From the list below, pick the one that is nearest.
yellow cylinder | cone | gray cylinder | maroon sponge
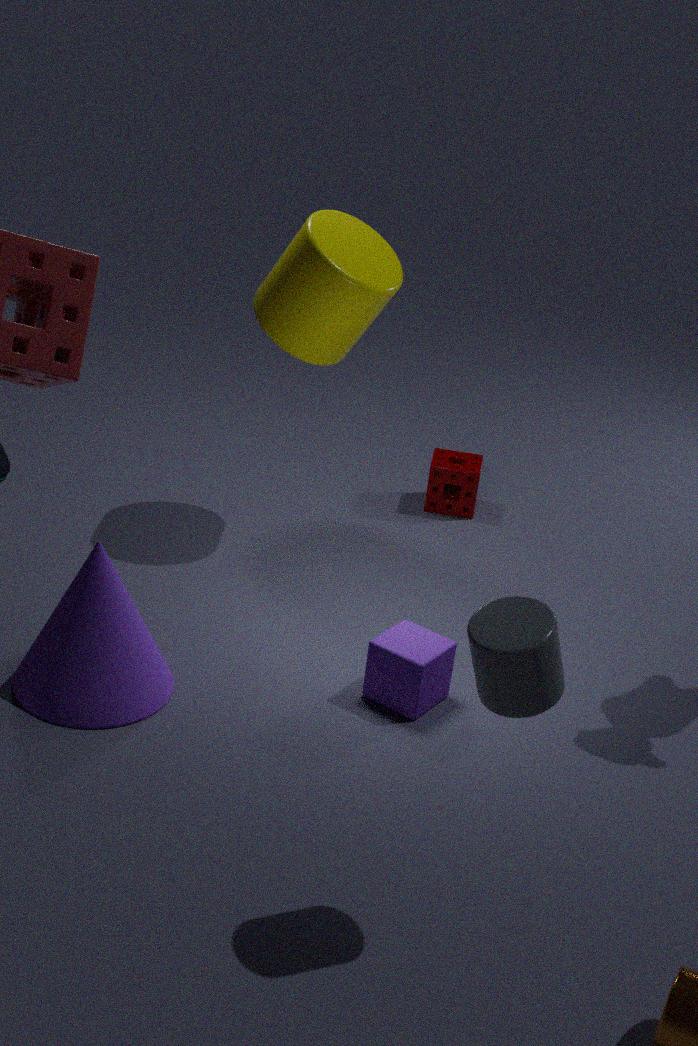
gray cylinder
